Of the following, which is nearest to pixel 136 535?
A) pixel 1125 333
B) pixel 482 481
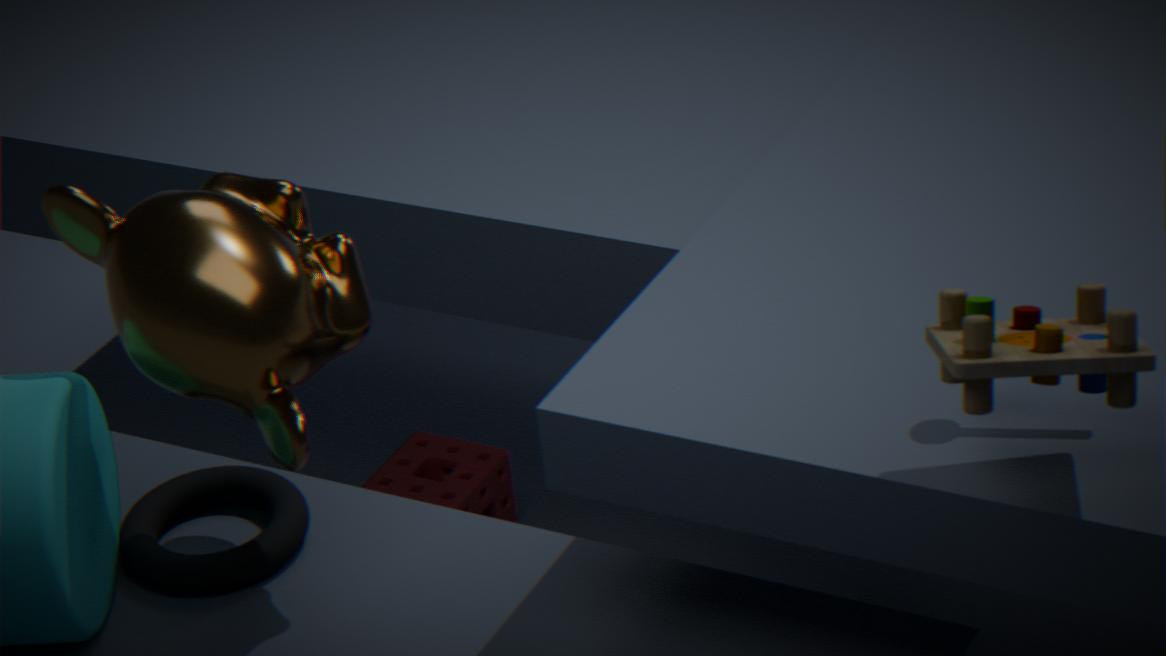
pixel 482 481
